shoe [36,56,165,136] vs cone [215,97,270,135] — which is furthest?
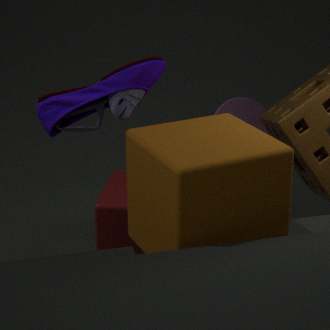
cone [215,97,270,135]
